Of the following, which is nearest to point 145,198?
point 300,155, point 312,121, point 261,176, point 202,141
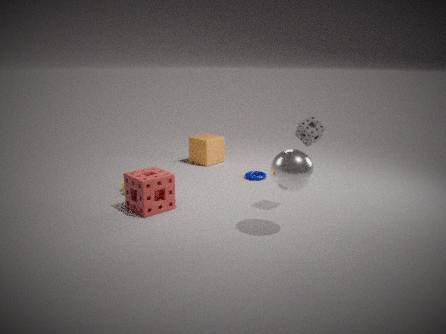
point 300,155
